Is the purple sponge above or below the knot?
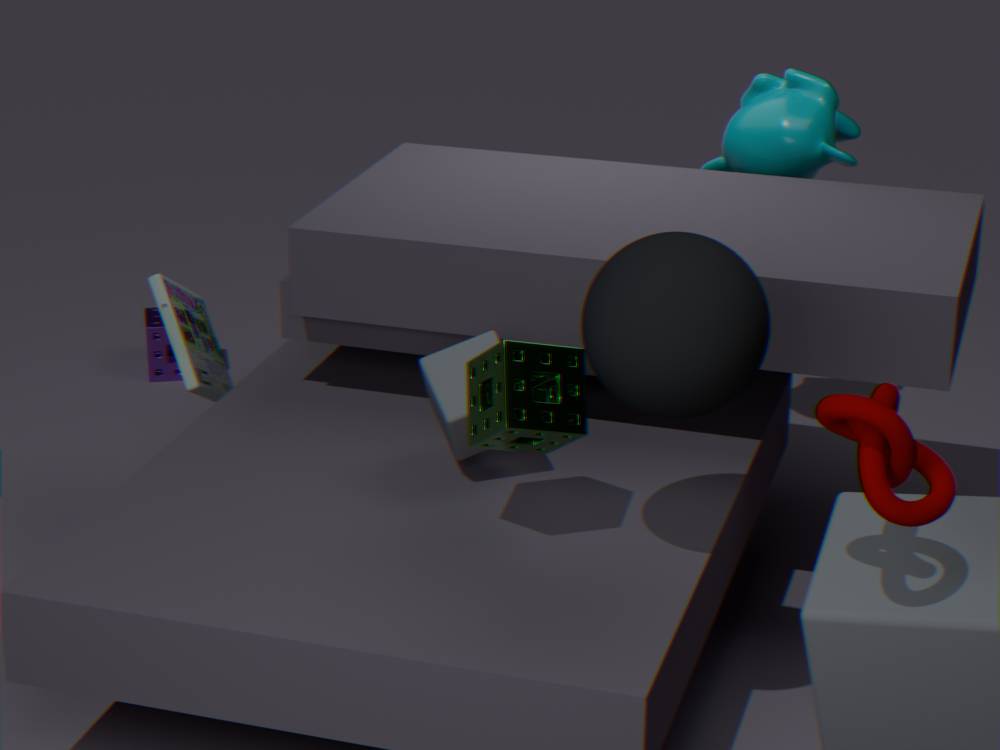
below
